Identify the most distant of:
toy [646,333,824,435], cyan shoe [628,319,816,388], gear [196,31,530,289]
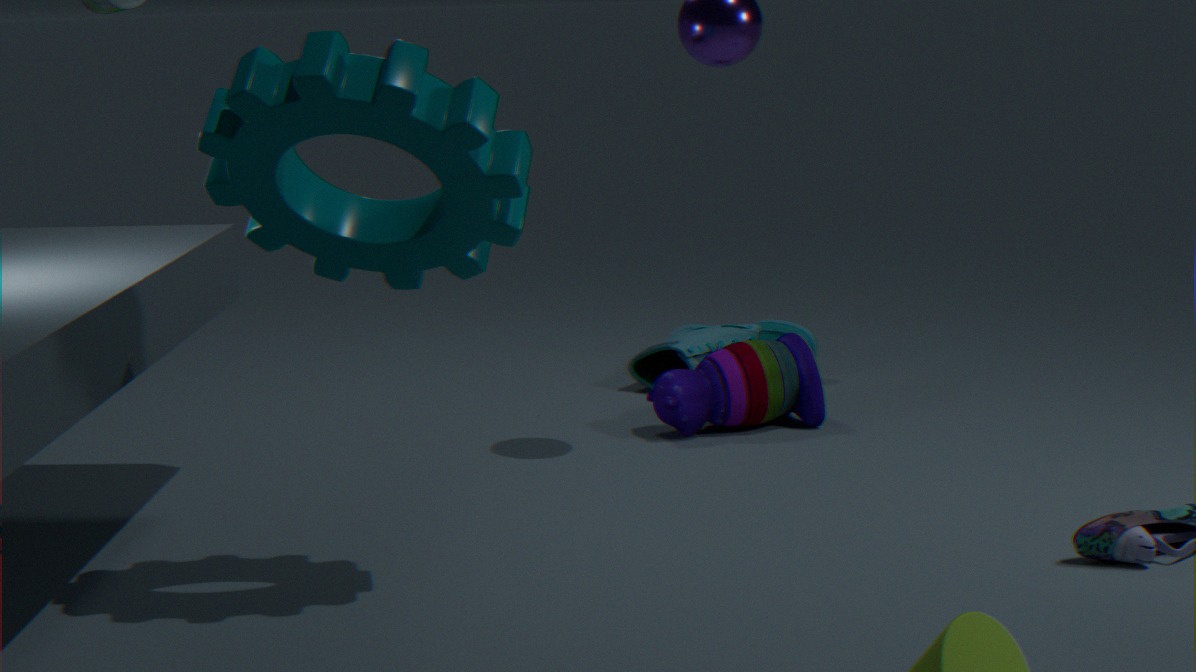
cyan shoe [628,319,816,388]
